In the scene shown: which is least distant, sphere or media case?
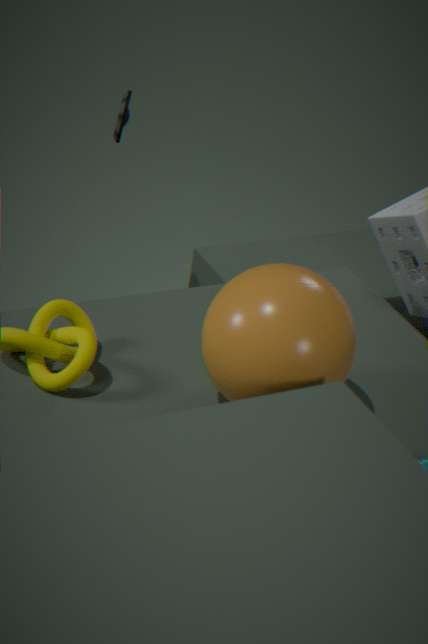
sphere
